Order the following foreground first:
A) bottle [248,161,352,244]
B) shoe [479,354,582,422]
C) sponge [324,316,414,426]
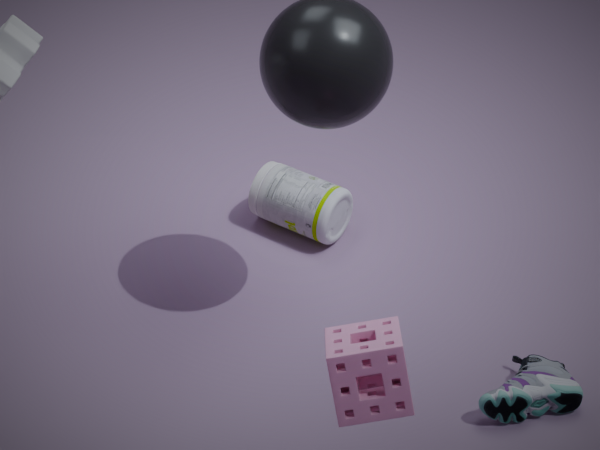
1. sponge [324,316,414,426]
2. shoe [479,354,582,422]
3. bottle [248,161,352,244]
